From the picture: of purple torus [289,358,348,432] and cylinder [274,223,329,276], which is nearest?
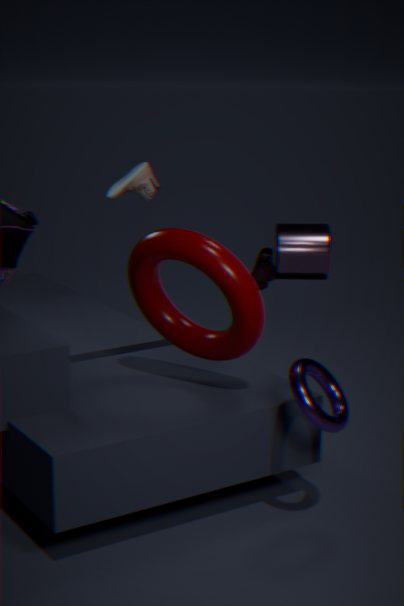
purple torus [289,358,348,432]
